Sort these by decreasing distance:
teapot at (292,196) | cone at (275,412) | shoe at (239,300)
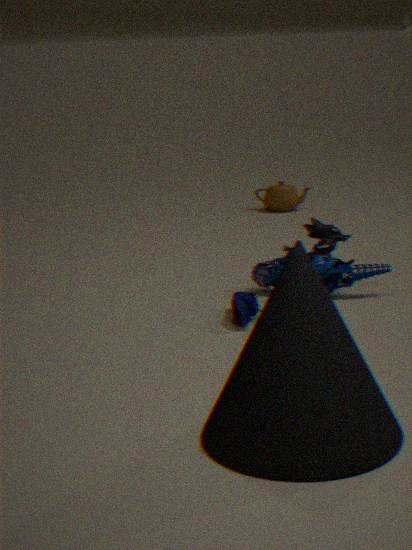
teapot at (292,196)
shoe at (239,300)
cone at (275,412)
